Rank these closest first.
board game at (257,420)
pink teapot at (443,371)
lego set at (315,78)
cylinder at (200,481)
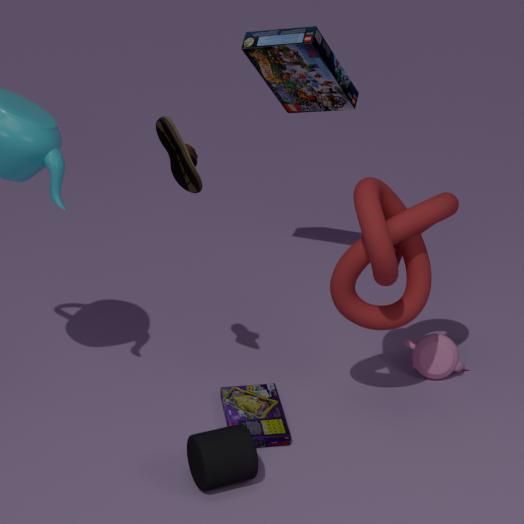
cylinder at (200,481) → board game at (257,420) → lego set at (315,78) → pink teapot at (443,371)
